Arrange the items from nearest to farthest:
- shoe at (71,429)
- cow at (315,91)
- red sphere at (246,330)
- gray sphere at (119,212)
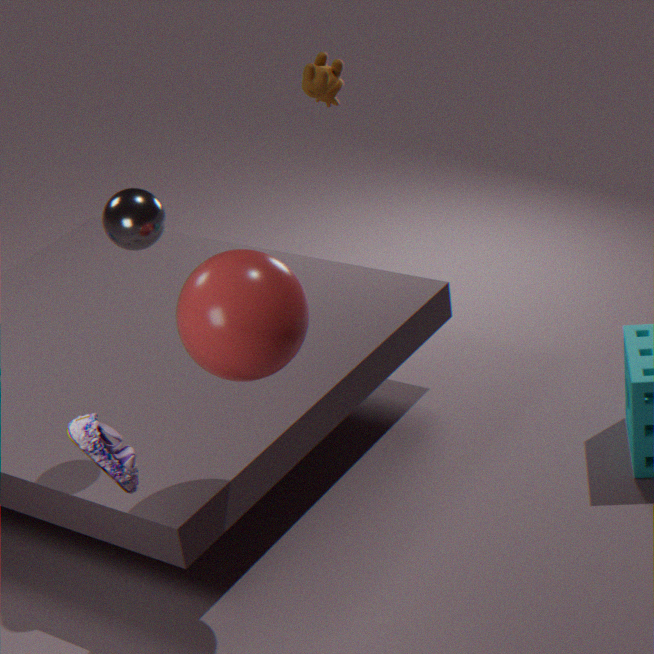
shoe at (71,429) → red sphere at (246,330) → gray sphere at (119,212) → cow at (315,91)
